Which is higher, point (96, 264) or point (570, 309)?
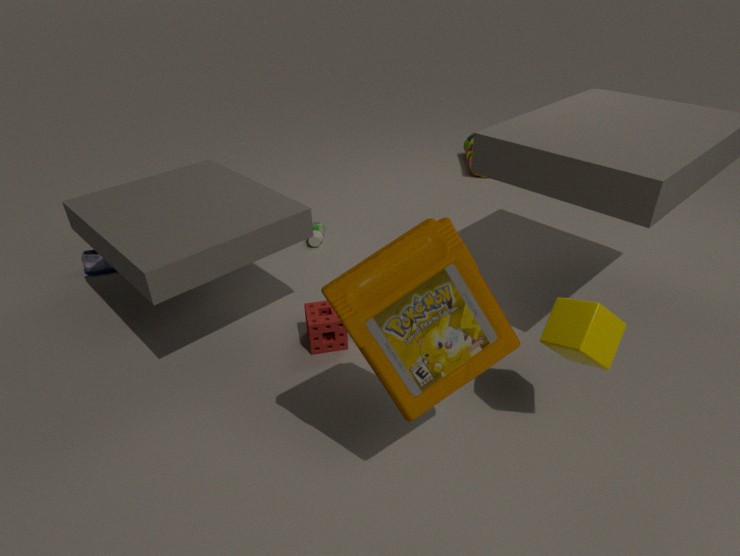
point (570, 309)
